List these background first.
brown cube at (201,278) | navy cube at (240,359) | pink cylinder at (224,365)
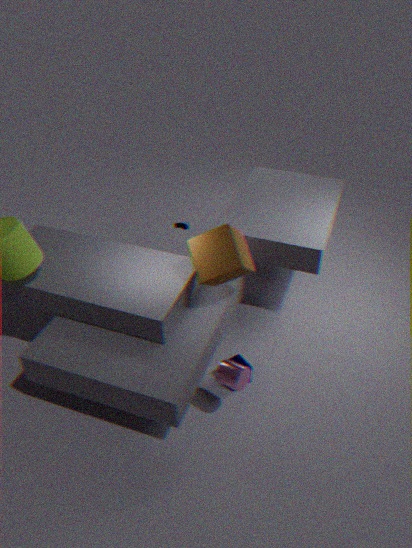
navy cube at (240,359) → brown cube at (201,278) → pink cylinder at (224,365)
